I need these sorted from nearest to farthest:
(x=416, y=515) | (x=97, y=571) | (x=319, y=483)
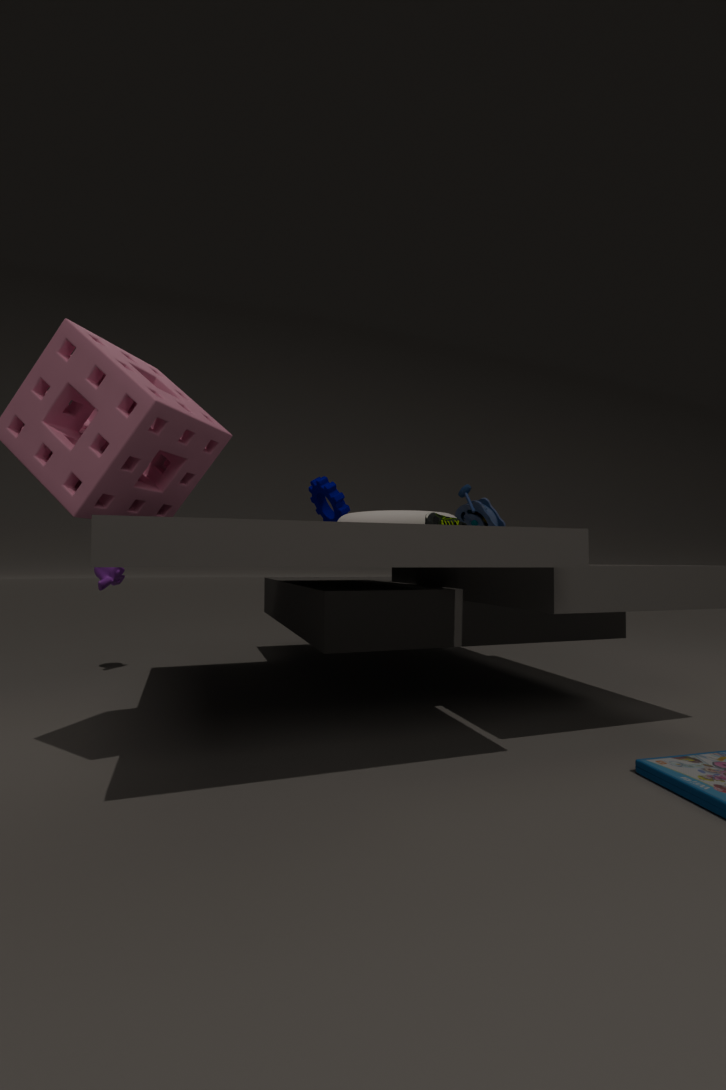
(x=416, y=515) → (x=319, y=483) → (x=97, y=571)
